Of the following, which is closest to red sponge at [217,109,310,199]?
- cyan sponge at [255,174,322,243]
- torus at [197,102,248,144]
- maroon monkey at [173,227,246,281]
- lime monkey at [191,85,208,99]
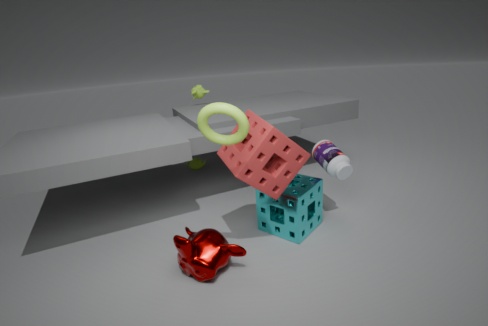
cyan sponge at [255,174,322,243]
